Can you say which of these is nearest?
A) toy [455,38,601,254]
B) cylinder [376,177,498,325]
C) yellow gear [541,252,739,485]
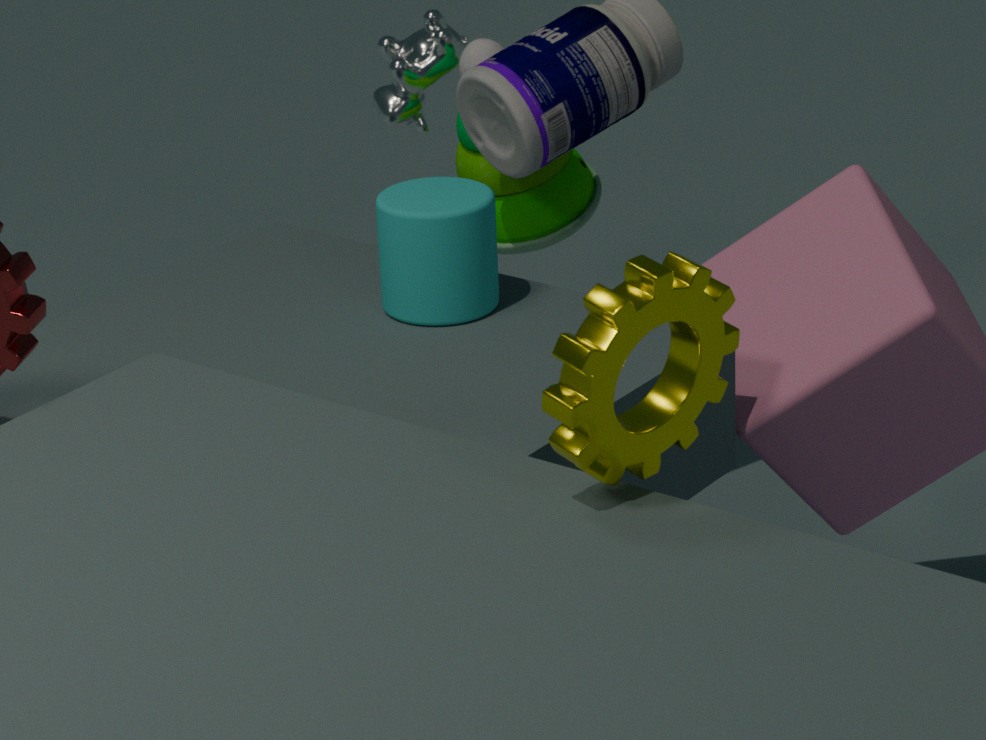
yellow gear [541,252,739,485]
